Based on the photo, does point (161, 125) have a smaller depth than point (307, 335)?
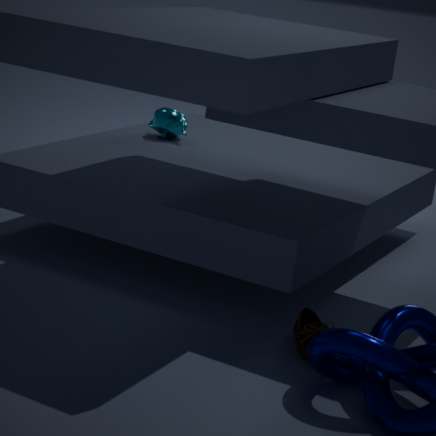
No
